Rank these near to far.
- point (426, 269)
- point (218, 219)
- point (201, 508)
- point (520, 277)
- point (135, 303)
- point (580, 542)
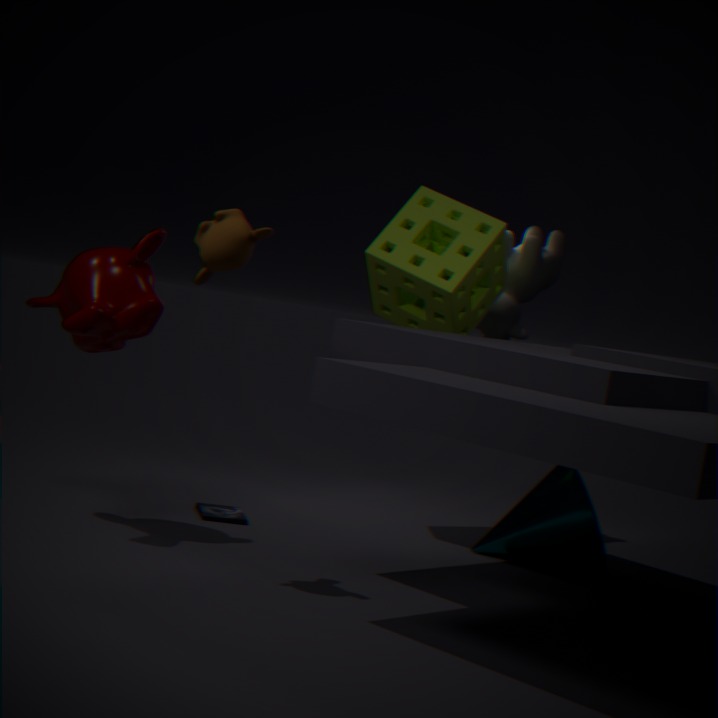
point (218, 219) → point (135, 303) → point (426, 269) → point (580, 542) → point (201, 508) → point (520, 277)
